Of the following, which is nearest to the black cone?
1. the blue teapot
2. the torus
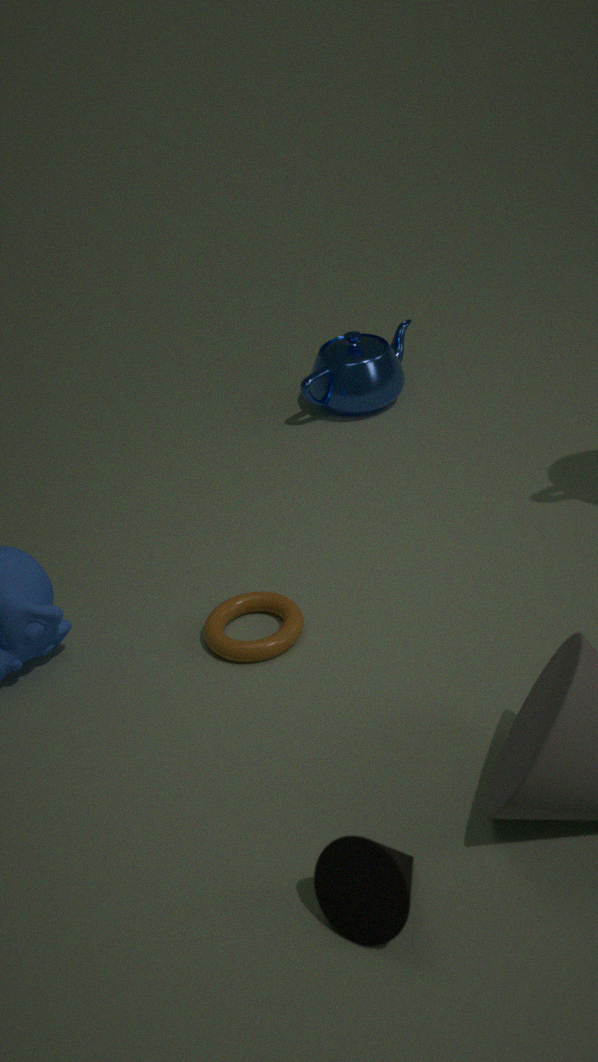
the torus
